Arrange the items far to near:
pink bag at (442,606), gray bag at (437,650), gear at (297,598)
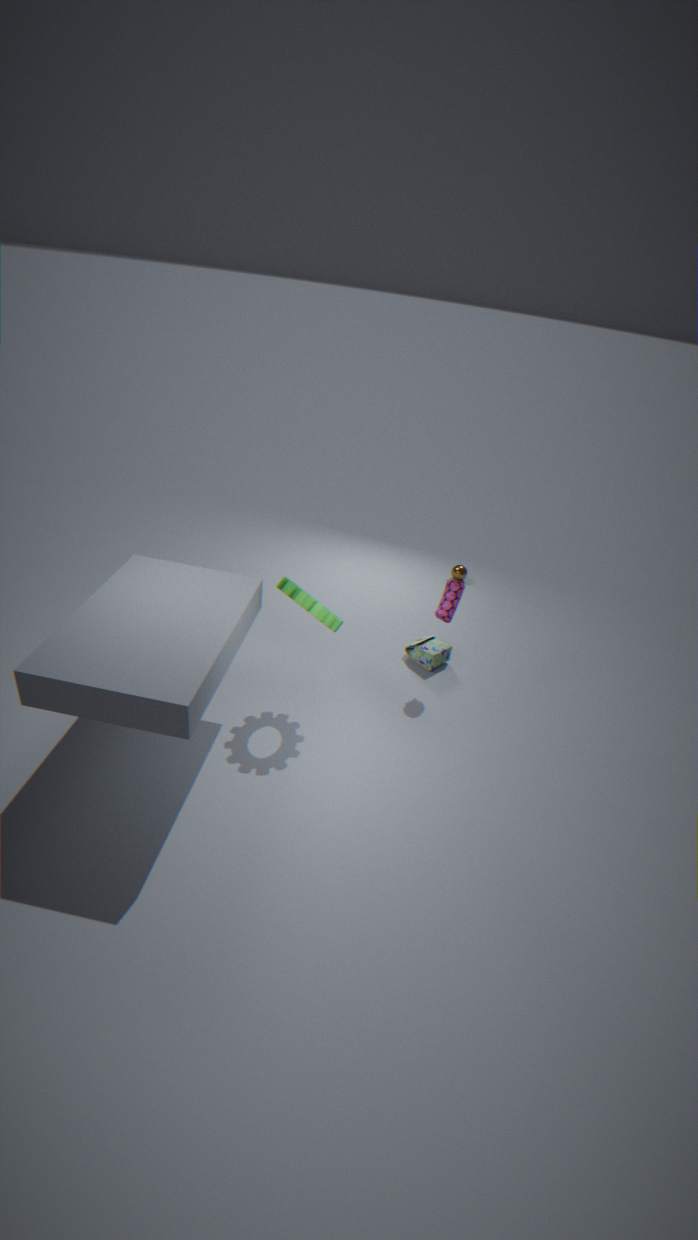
gray bag at (437,650) → pink bag at (442,606) → gear at (297,598)
